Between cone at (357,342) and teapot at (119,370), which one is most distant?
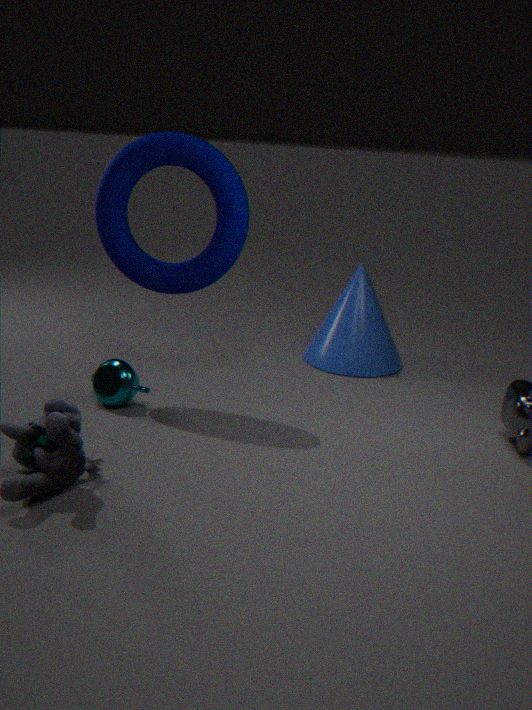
cone at (357,342)
